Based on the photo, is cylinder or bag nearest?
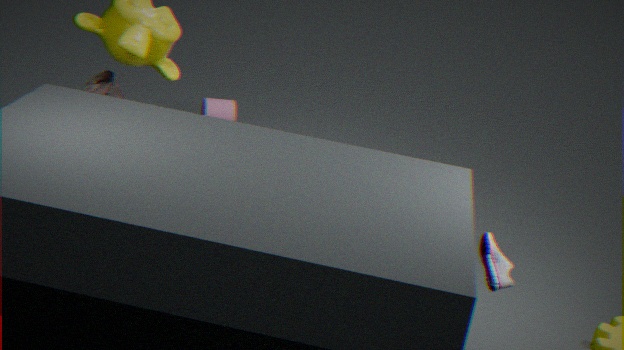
bag
